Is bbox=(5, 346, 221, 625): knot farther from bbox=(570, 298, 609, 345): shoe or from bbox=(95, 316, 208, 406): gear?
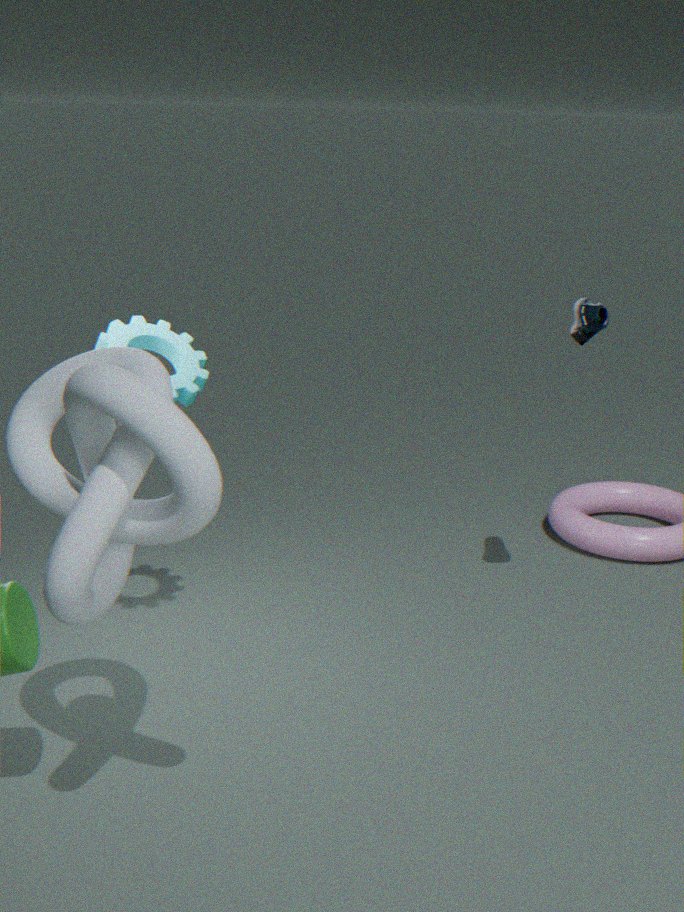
bbox=(570, 298, 609, 345): shoe
